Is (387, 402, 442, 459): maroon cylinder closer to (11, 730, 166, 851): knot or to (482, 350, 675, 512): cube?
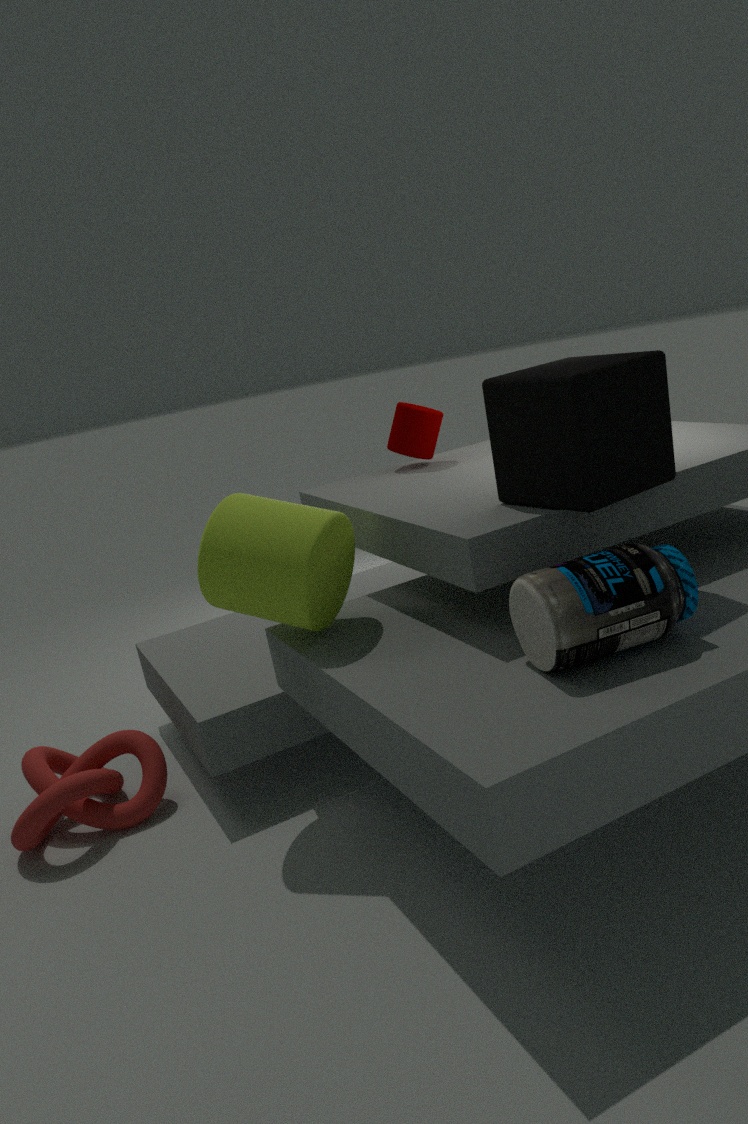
(482, 350, 675, 512): cube
